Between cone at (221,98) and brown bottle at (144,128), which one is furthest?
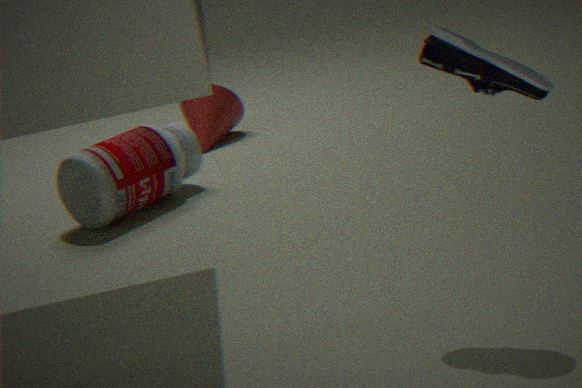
cone at (221,98)
